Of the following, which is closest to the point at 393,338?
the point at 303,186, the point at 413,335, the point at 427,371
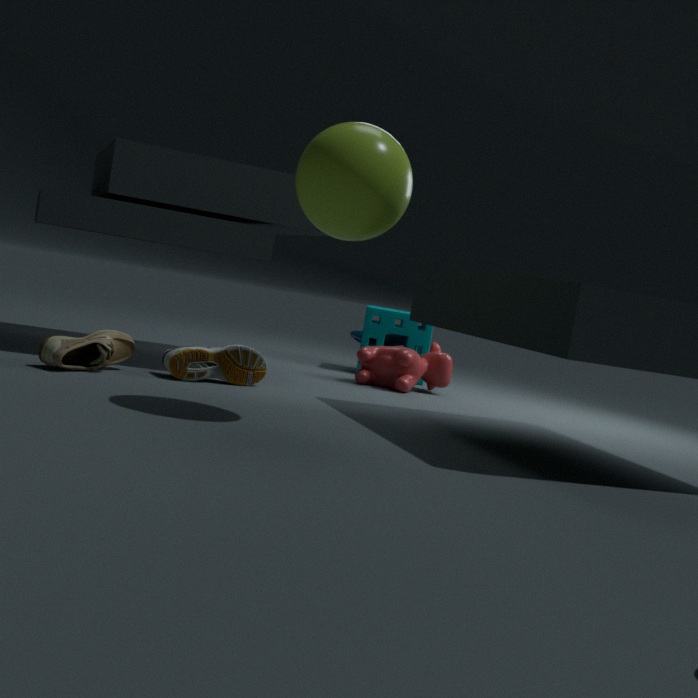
the point at 413,335
